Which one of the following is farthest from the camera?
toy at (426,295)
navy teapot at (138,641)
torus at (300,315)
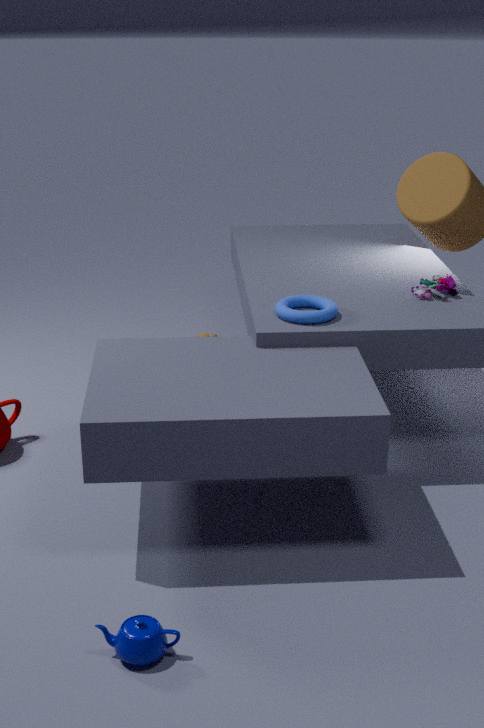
toy at (426,295)
